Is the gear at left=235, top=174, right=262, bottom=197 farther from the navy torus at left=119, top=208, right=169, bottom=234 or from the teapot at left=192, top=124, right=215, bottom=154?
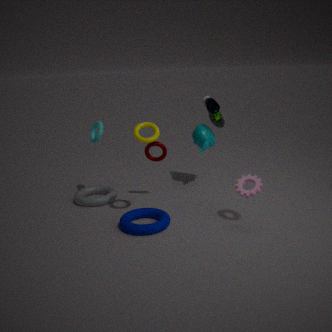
the teapot at left=192, top=124, right=215, bottom=154
